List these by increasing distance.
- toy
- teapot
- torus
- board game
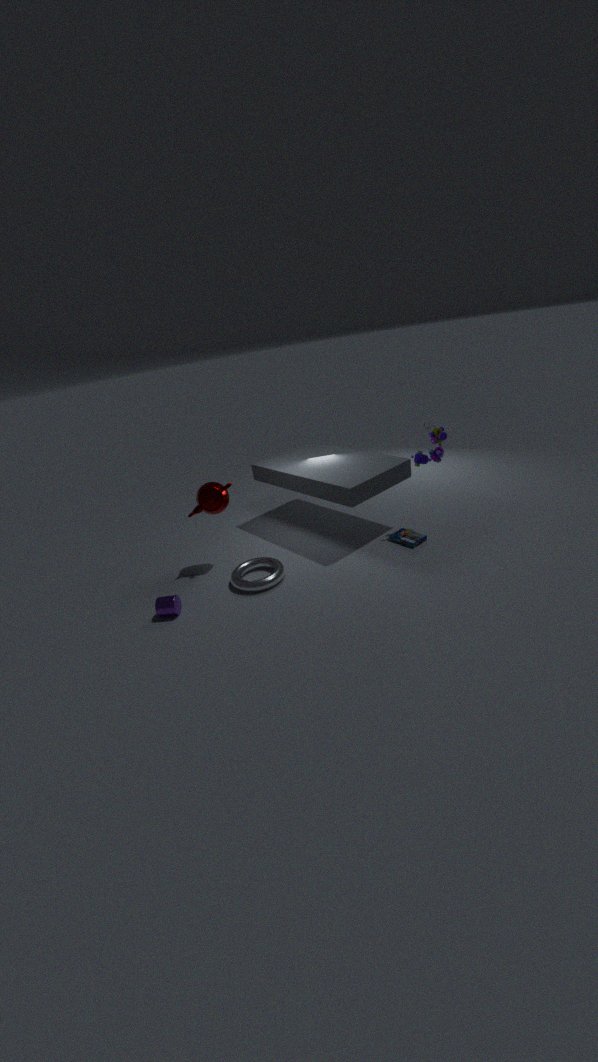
torus, teapot, toy, board game
